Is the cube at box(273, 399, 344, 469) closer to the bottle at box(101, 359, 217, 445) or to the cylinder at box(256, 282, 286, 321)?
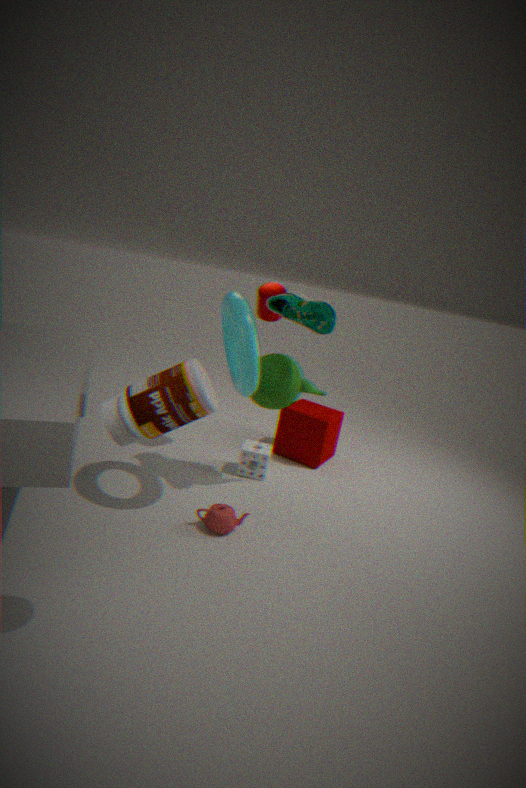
the cylinder at box(256, 282, 286, 321)
